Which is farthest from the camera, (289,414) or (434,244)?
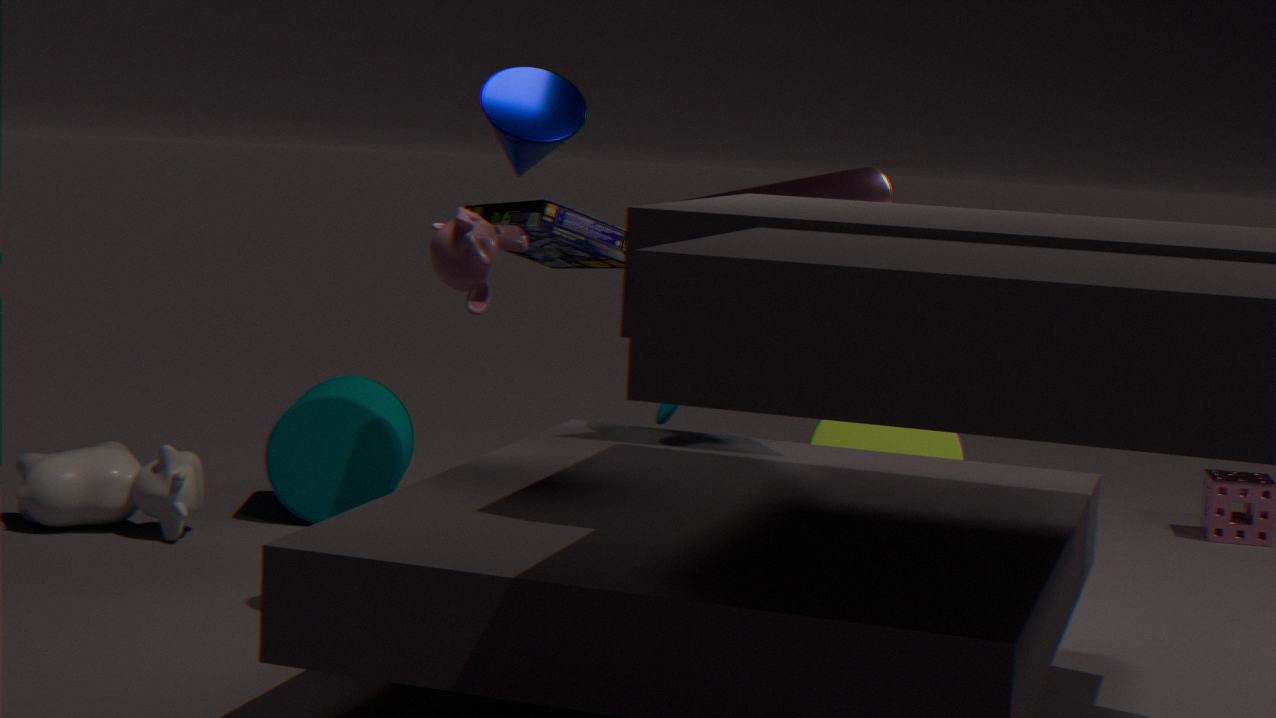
(289,414)
